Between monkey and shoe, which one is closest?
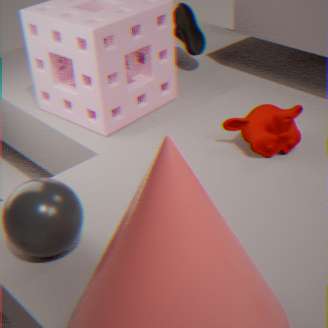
monkey
